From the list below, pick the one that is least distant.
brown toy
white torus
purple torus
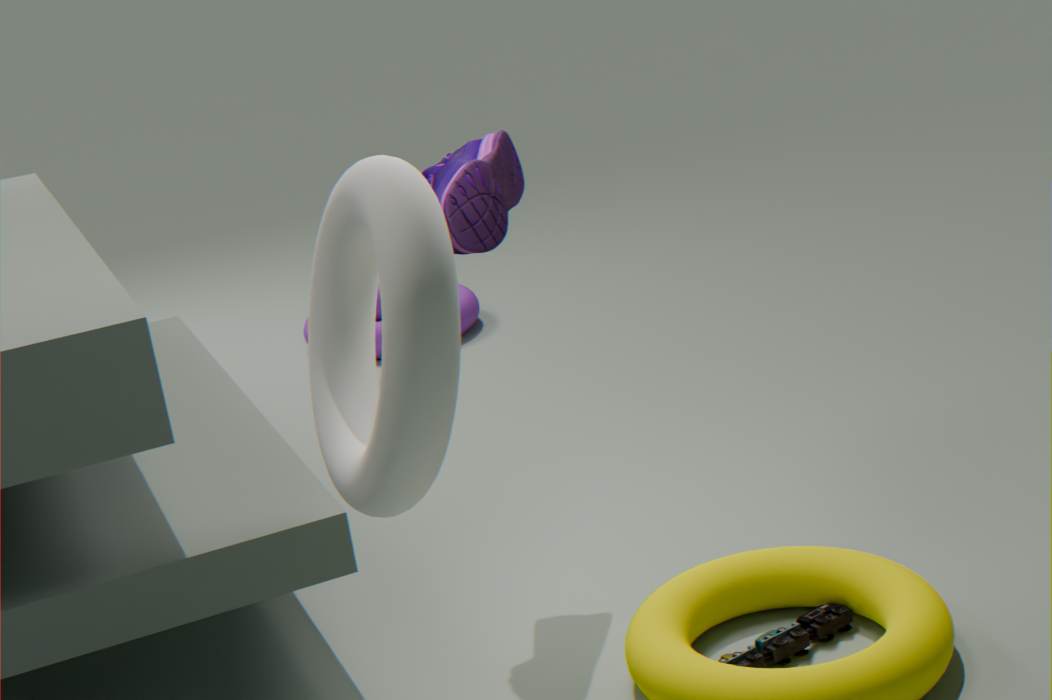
white torus
